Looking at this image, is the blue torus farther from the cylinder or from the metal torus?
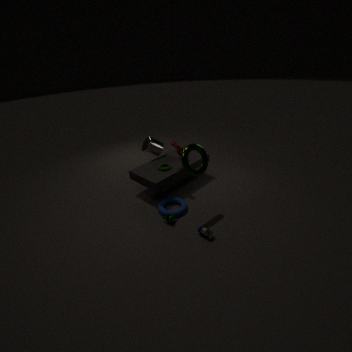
the cylinder
